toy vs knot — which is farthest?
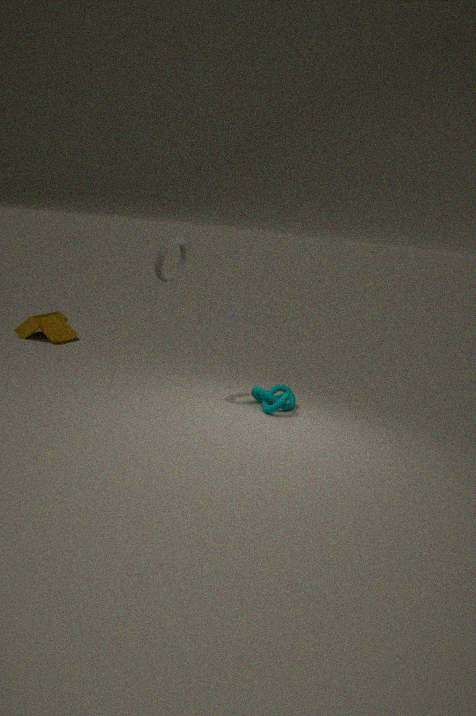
toy
